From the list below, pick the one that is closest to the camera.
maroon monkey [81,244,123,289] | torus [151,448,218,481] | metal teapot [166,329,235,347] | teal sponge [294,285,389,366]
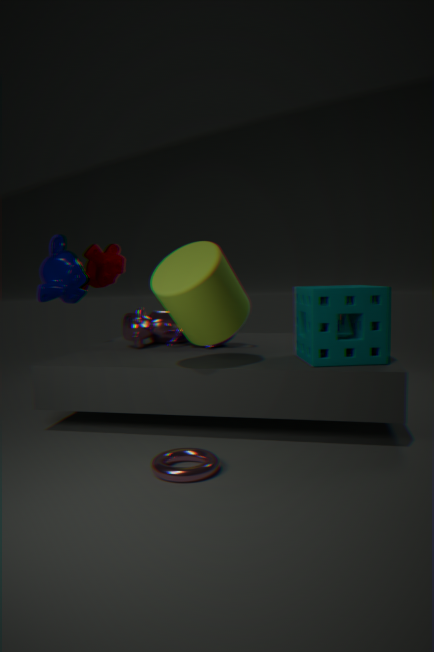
torus [151,448,218,481]
